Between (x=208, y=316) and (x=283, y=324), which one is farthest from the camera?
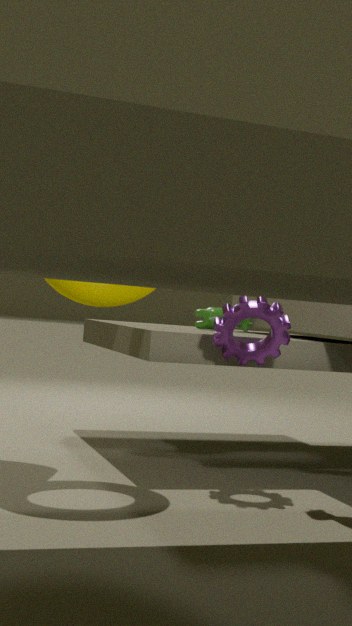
(x=208, y=316)
